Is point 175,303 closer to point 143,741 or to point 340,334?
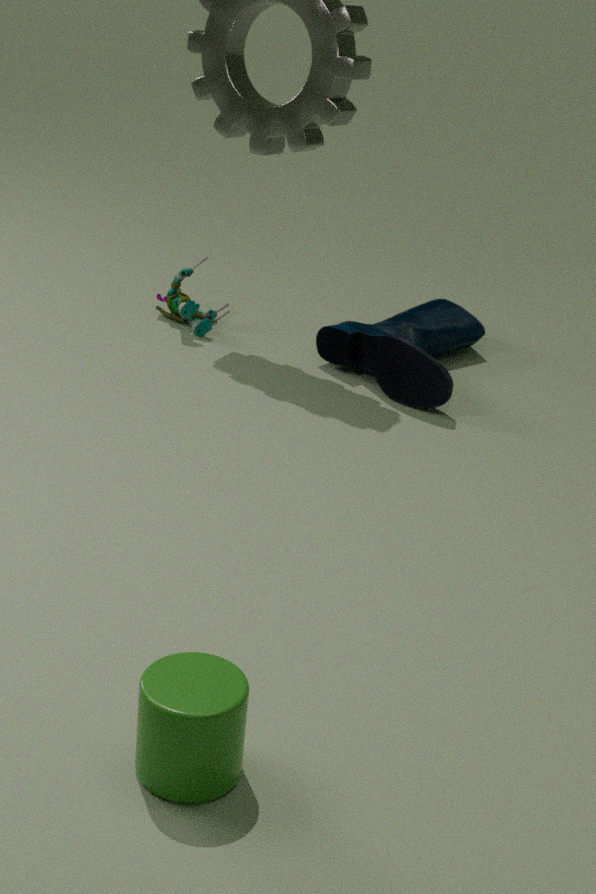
point 340,334
